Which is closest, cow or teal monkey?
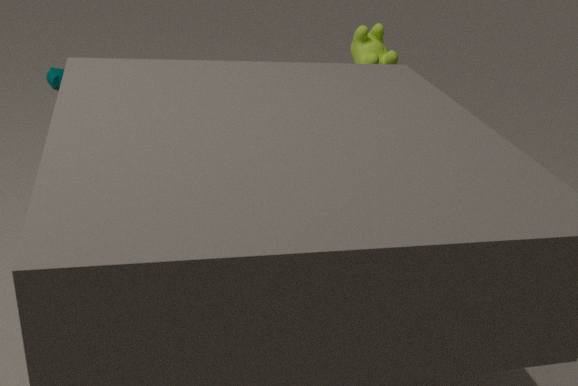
cow
